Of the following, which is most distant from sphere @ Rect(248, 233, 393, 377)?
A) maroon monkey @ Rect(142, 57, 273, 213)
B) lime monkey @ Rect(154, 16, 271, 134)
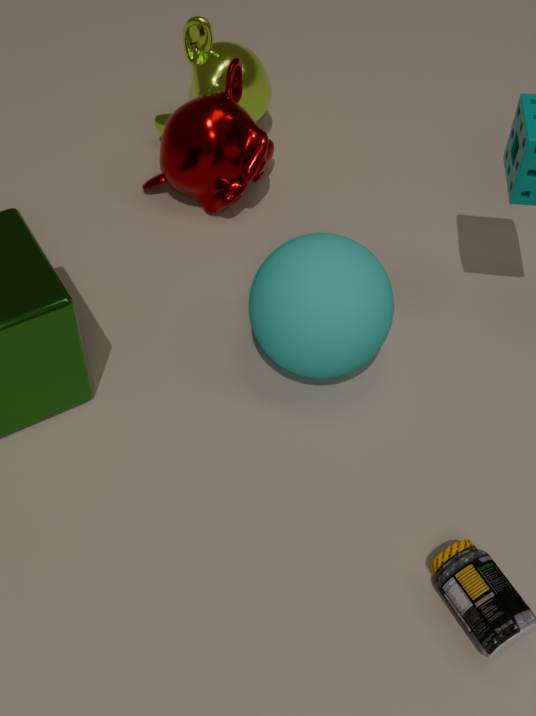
lime monkey @ Rect(154, 16, 271, 134)
